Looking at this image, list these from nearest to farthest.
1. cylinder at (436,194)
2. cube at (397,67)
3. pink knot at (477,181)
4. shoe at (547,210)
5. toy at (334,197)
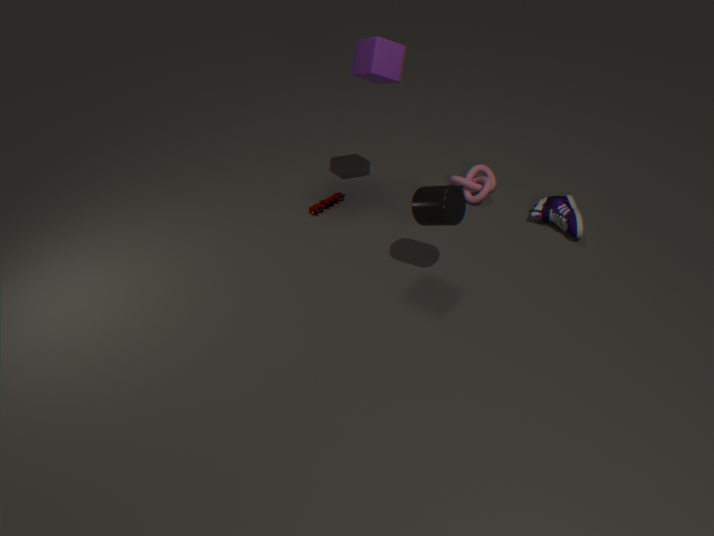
cylinder at (436,194), cube at (397,67), shoe at (547,210), pink knot at (477,181), toy at (334,197)
